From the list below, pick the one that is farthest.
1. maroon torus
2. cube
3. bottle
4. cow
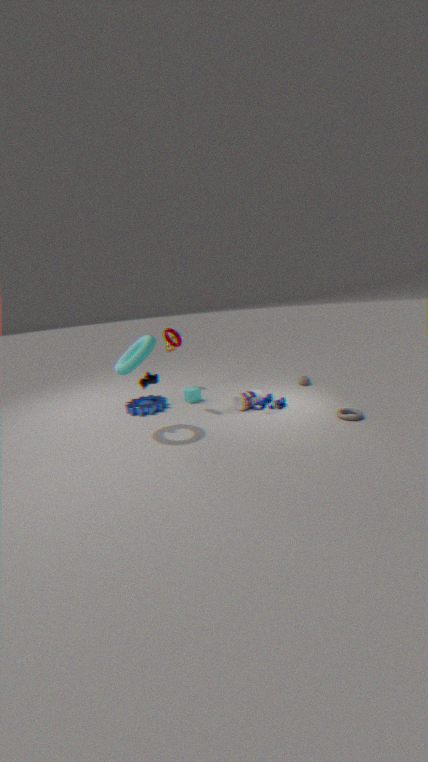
cube
